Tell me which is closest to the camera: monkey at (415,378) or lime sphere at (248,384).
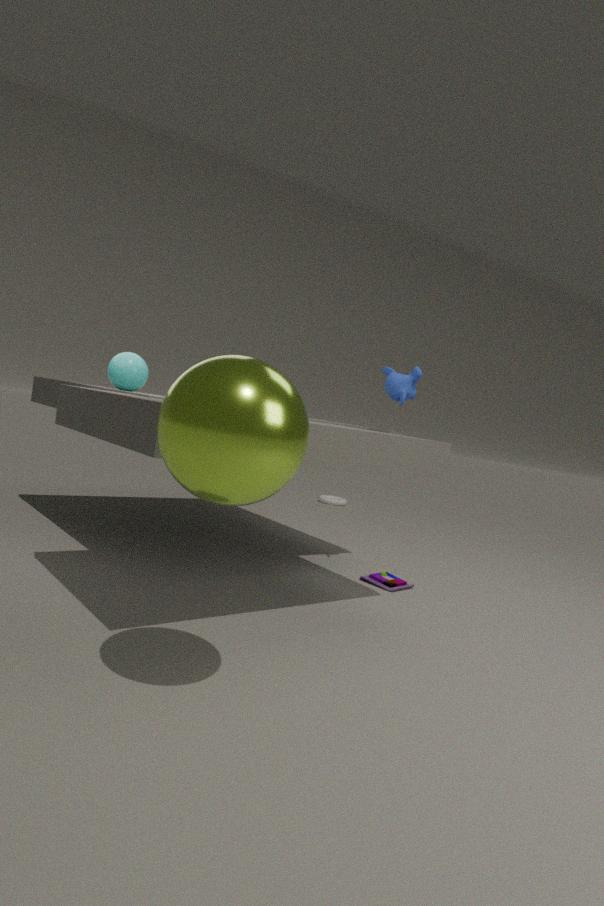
lime sphere at (248,384)
